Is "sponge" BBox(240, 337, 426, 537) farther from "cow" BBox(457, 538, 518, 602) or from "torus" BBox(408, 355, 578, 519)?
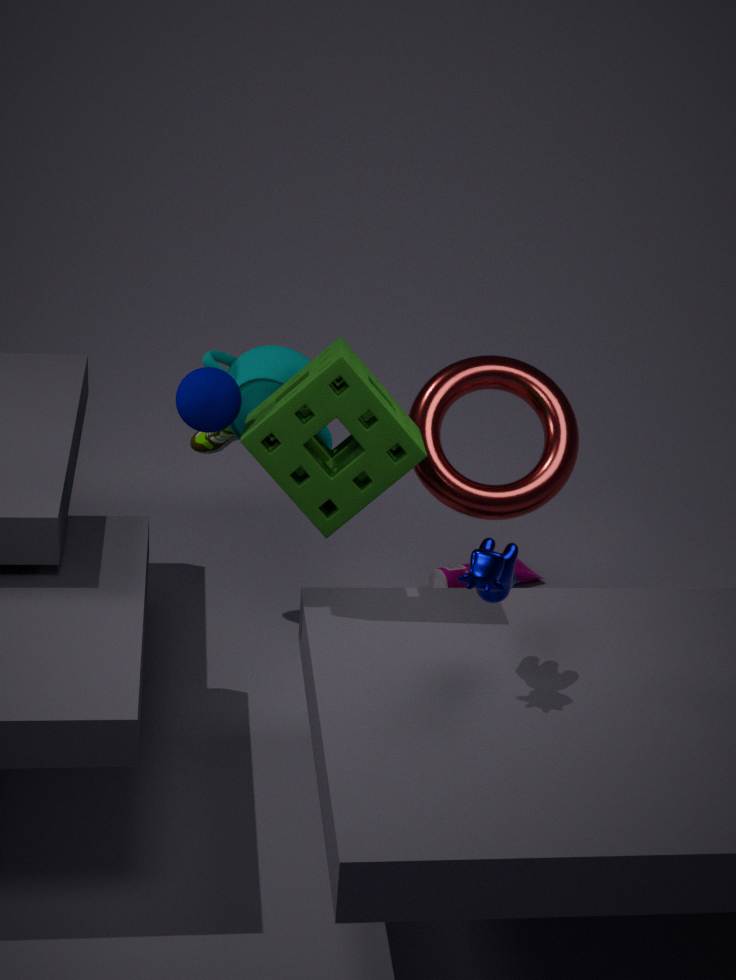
"cow" BBox(457, 538, 518, 602)
